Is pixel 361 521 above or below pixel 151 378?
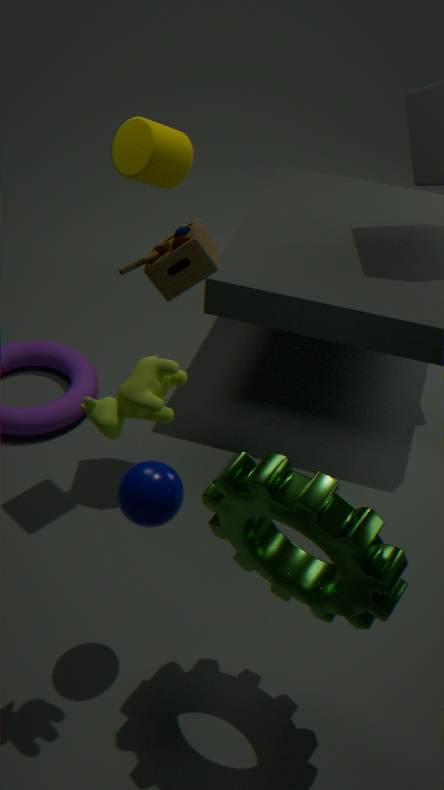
below
